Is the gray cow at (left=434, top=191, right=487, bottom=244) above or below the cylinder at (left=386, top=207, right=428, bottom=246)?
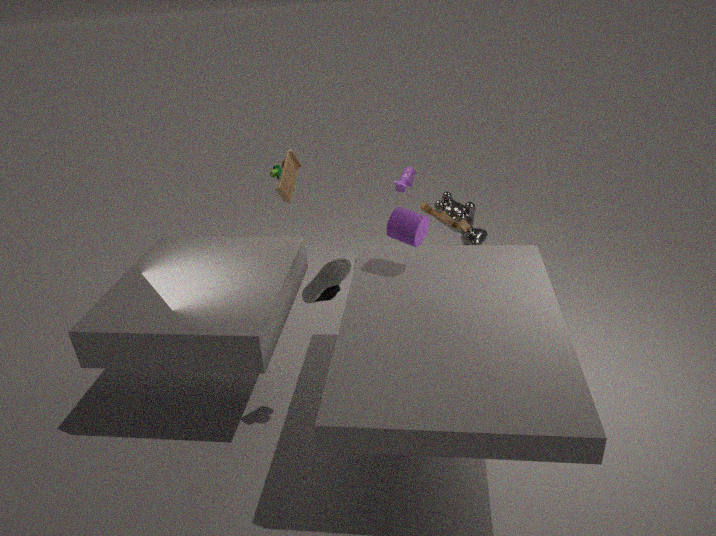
below
